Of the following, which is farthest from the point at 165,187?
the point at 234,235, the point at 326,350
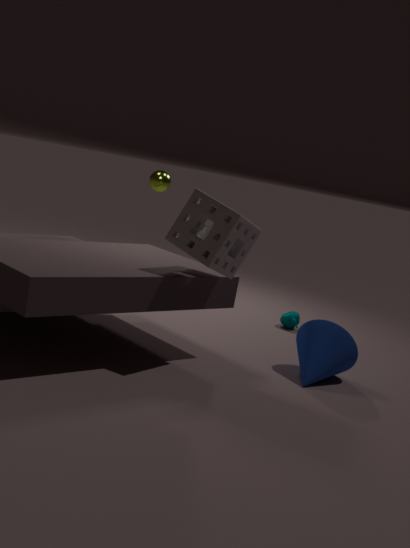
the point at 326,350
